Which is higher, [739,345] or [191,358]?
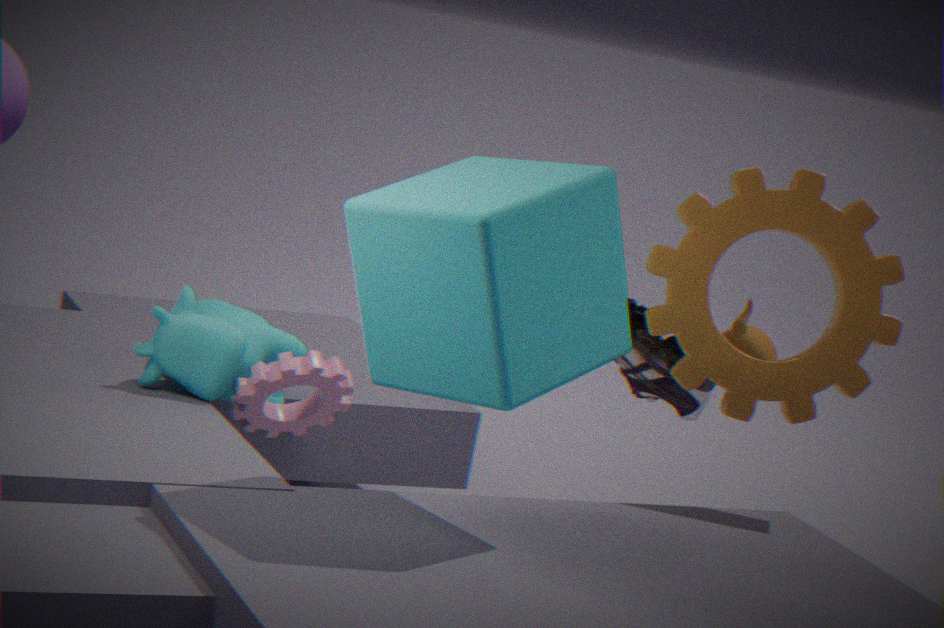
[739,345]
